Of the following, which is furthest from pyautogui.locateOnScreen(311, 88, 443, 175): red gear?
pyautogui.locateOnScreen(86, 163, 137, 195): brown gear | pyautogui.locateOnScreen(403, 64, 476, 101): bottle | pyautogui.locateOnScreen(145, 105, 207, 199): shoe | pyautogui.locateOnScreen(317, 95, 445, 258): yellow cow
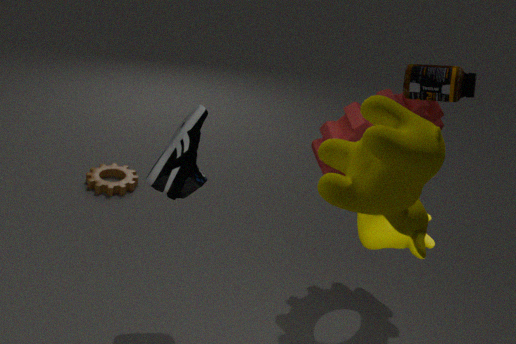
pyautogui.locateOnScreen(86, 163, 137, 195): brown gear
